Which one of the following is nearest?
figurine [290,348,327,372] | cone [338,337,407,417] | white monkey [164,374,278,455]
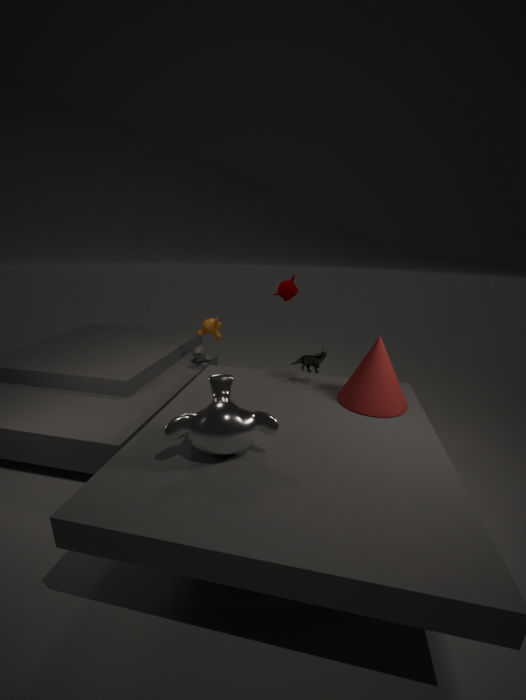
white monkey [164,374,278,455]
